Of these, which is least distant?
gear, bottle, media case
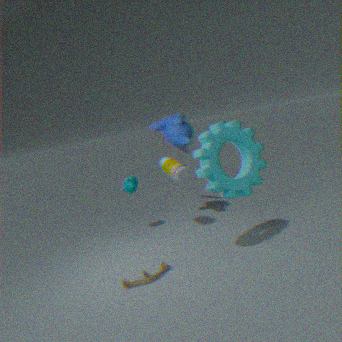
gear
